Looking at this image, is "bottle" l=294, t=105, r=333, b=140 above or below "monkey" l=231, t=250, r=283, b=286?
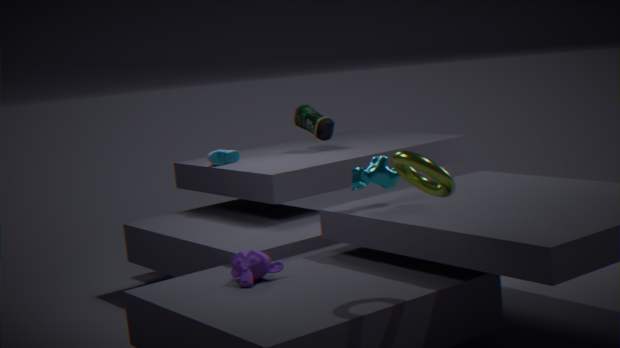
above
